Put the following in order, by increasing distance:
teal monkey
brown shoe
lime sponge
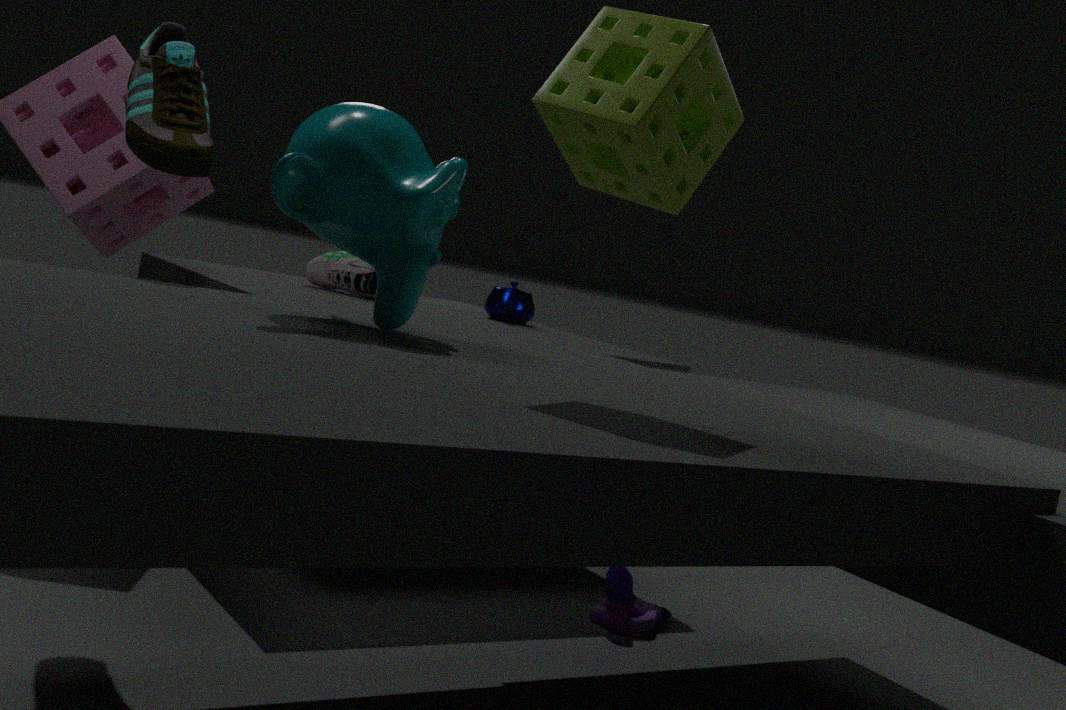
lime sponge < teal monkey < brown shoe
